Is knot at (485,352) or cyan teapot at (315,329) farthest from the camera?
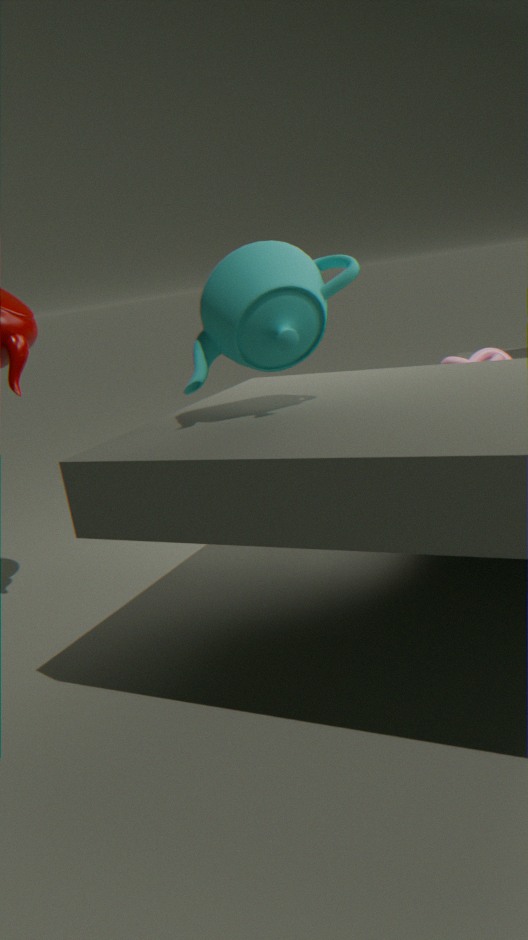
knot at (485,352)
